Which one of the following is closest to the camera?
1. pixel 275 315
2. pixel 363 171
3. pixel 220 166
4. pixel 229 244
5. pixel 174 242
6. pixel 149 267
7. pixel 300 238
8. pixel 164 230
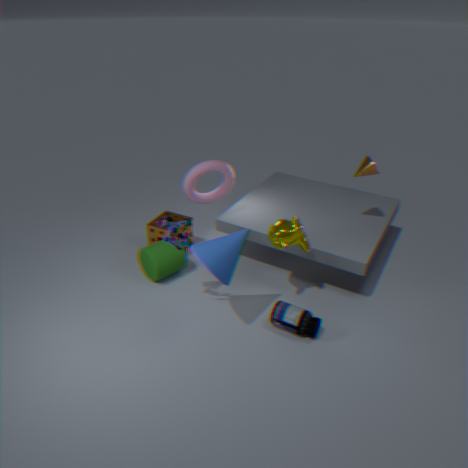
pixel 229 244
